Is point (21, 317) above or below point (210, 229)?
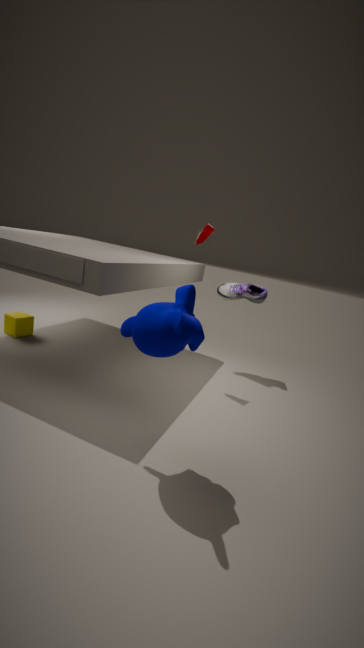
below
